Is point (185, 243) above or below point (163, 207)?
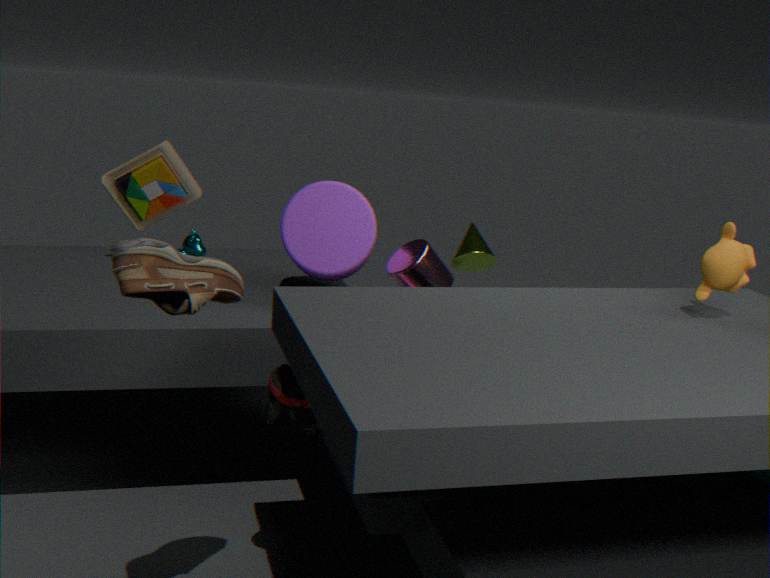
below
